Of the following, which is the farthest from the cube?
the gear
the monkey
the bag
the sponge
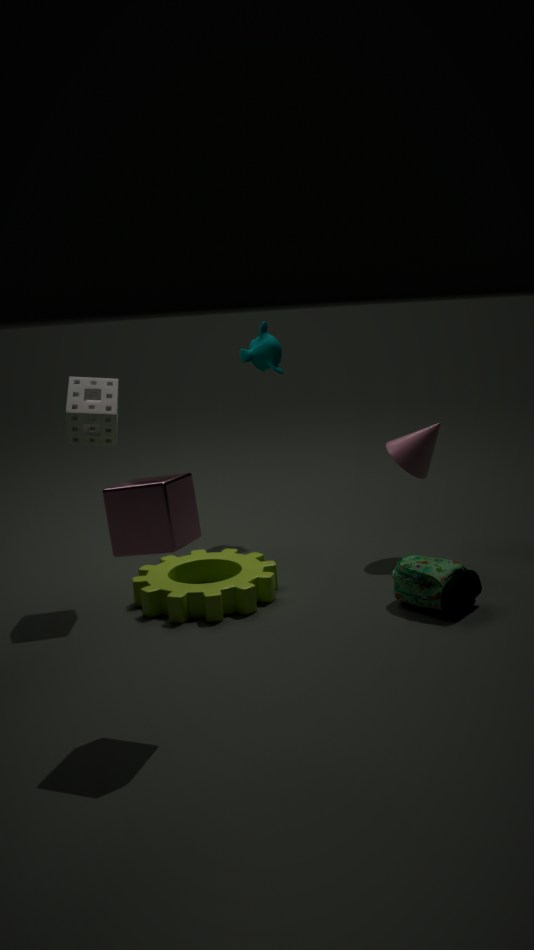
the monkey
